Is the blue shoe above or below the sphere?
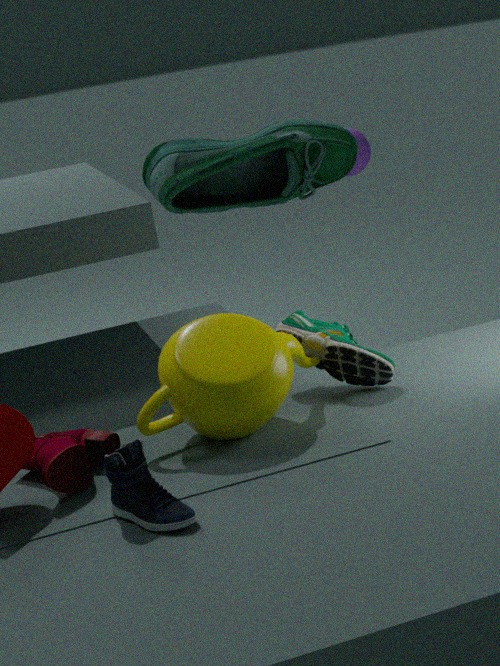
below
